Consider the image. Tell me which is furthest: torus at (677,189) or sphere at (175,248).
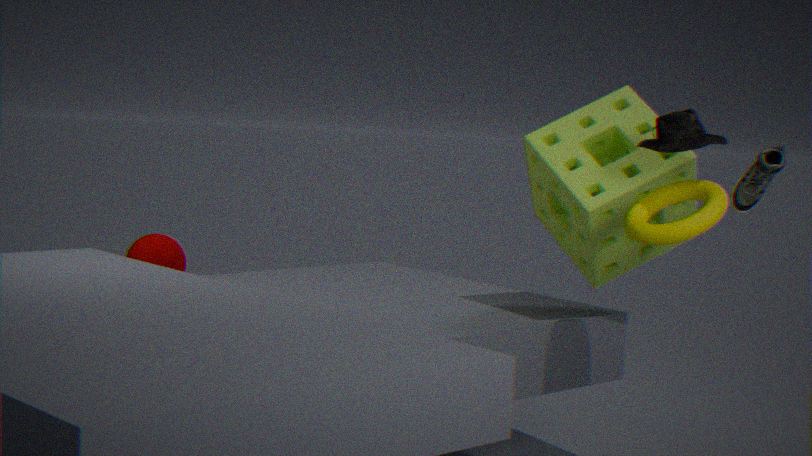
sphere at (175,248)
